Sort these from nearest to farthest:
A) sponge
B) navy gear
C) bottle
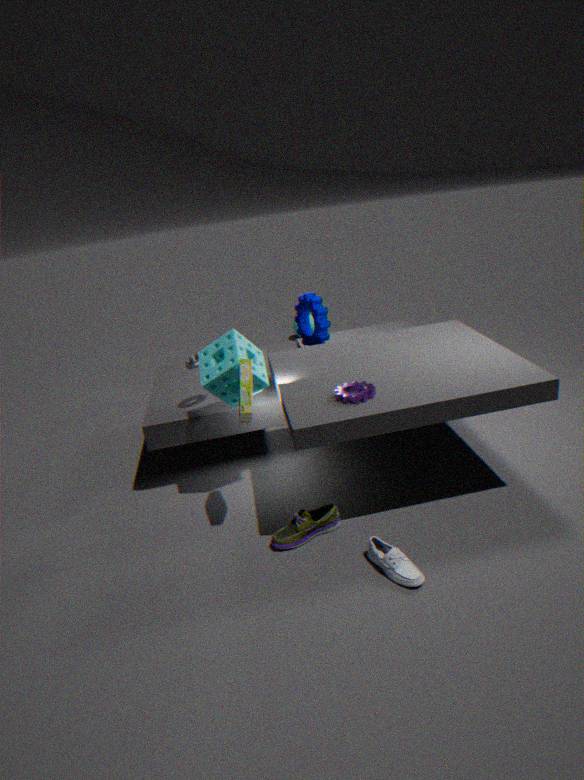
bottle
sponge
navy gear
